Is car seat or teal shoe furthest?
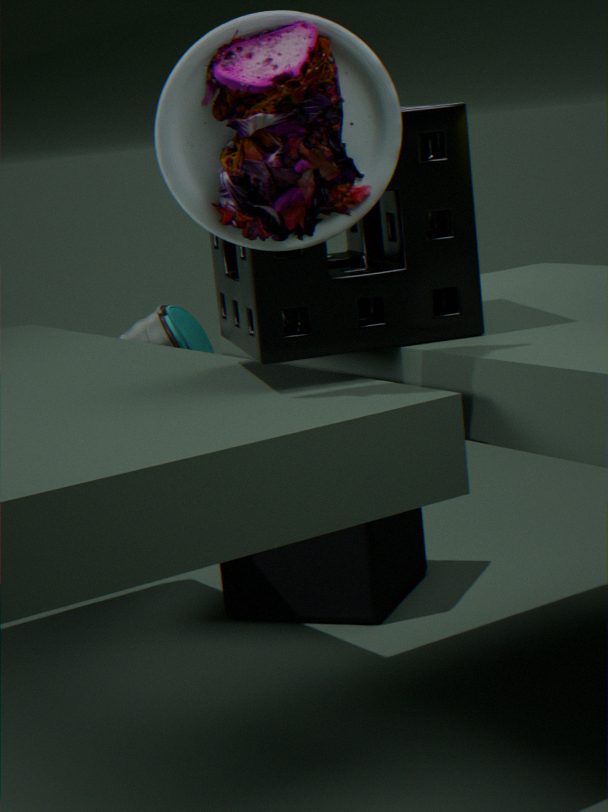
teal shoe
